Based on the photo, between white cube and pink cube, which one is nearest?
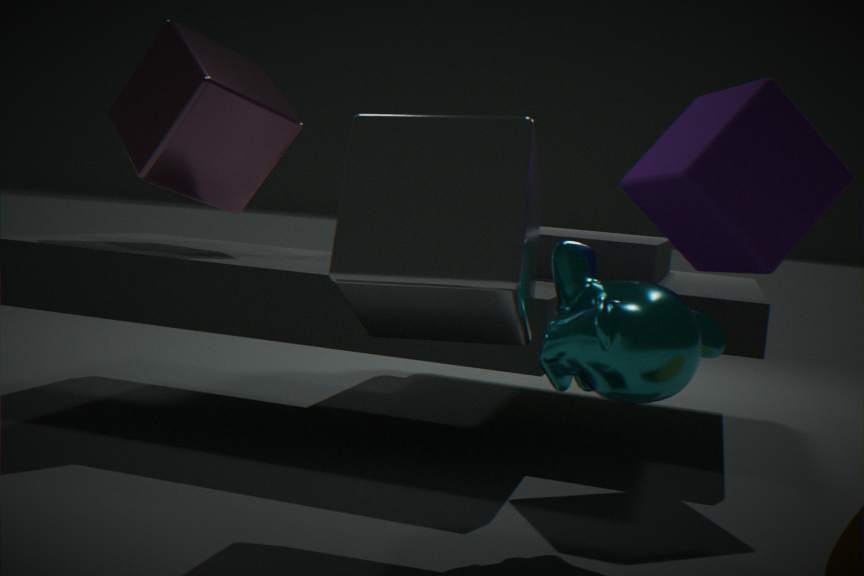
white cube
